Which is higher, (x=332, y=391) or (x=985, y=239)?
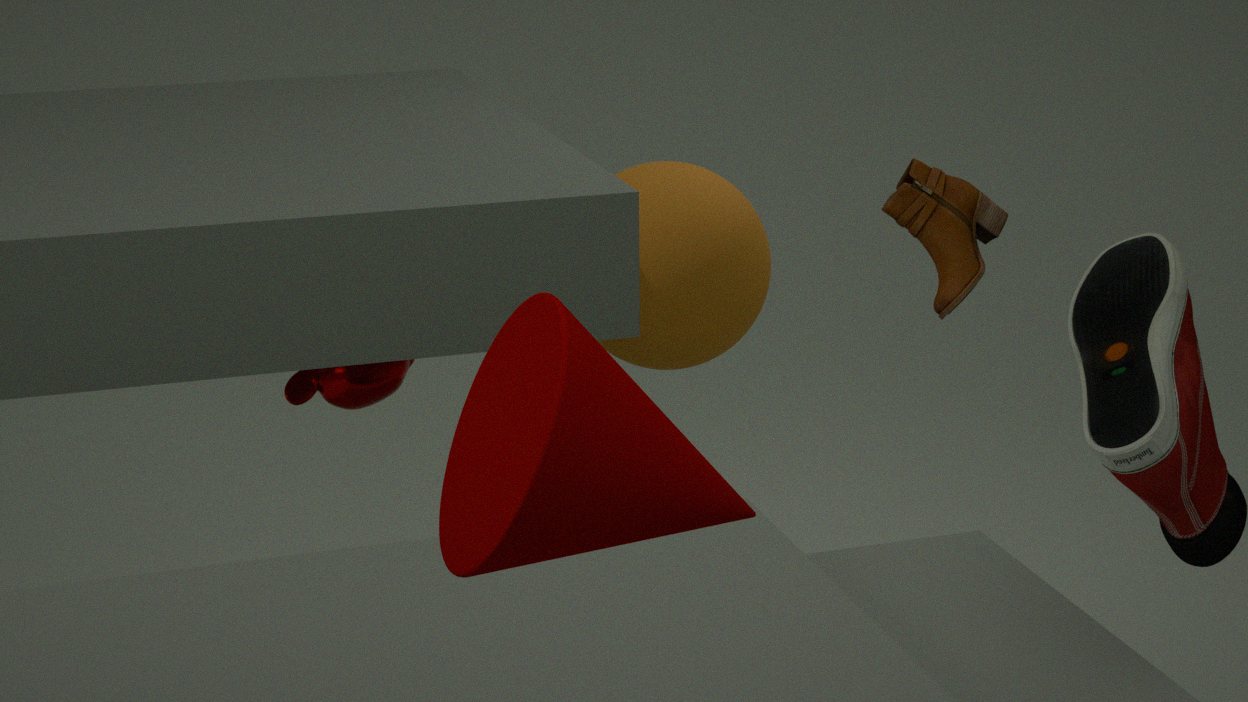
(x=985, y=239)
